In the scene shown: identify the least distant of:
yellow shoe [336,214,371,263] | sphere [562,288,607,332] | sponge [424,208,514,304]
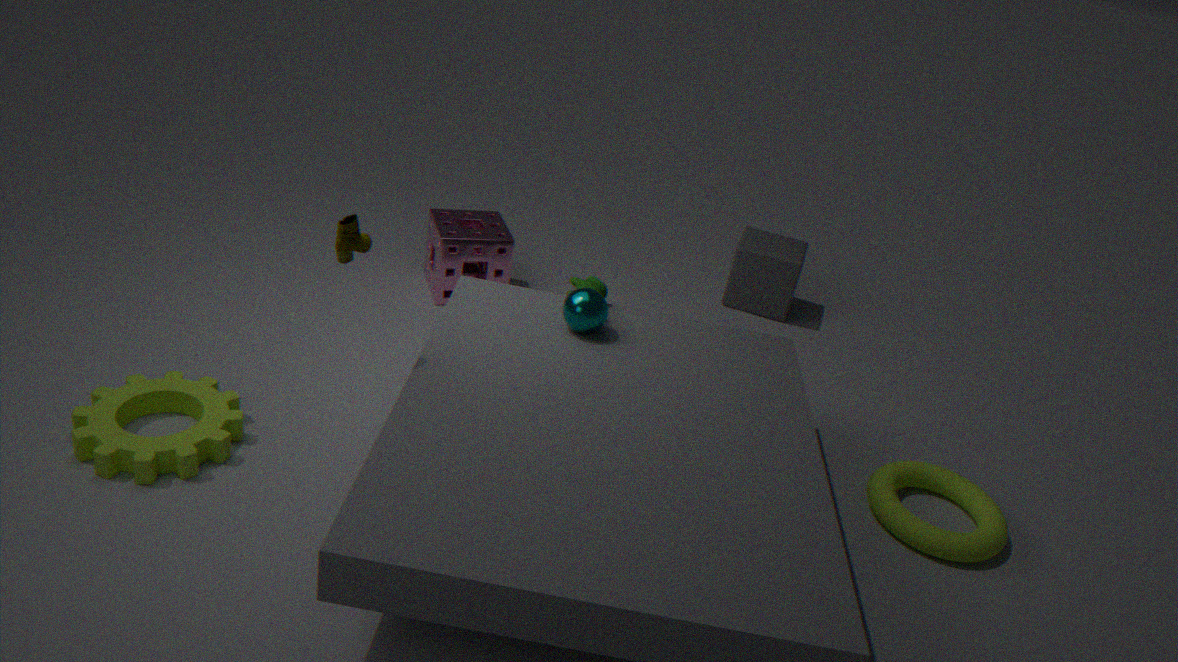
yellow shoe [336,214,371,263]
